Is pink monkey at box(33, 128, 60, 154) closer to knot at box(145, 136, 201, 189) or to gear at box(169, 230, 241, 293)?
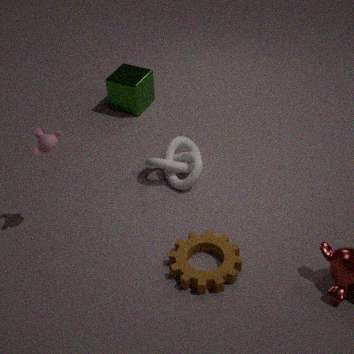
knot at box(145, 136, 201, 189)
